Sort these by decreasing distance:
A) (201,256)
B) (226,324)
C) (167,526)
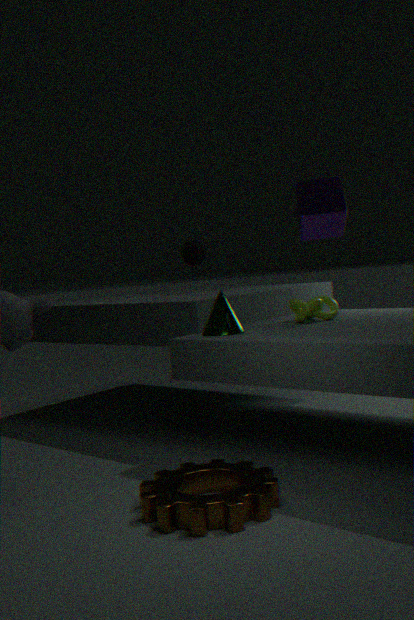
(201,256) → (226,324) → (167,526)
